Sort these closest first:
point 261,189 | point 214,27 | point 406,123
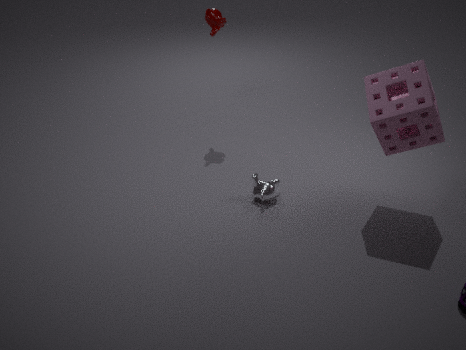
1. point 406,123
2. point 261,189
3. point 214,27
